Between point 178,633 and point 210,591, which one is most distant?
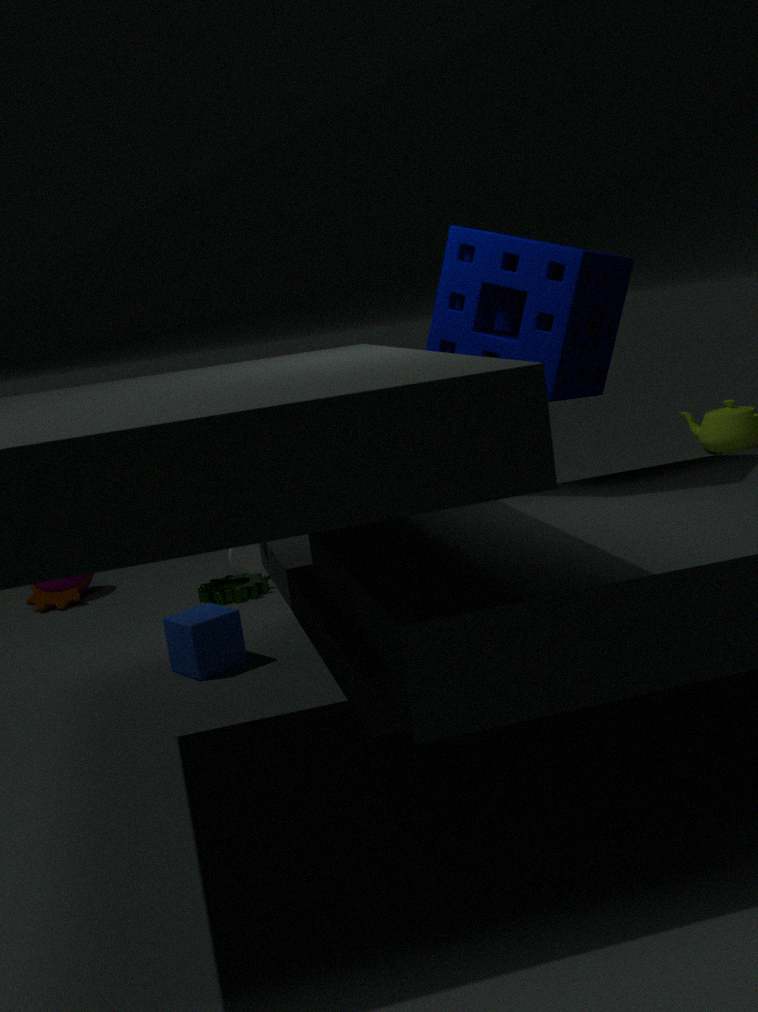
point 210,591
